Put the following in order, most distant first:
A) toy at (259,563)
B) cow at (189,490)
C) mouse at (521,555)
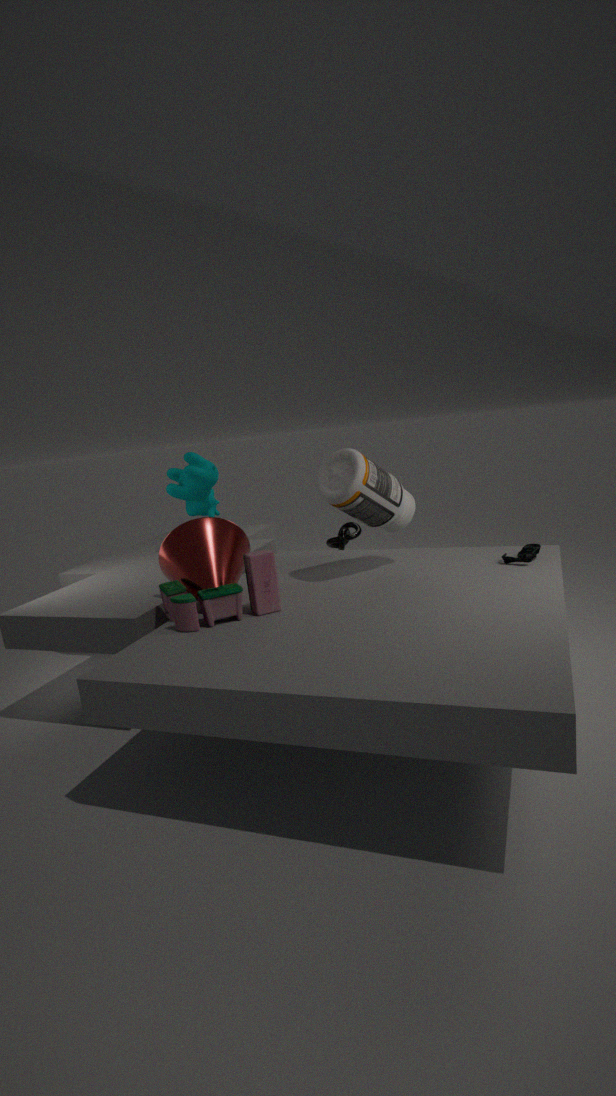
cow at (189,490)
mouse at (521,555)
toy at (259,563)
